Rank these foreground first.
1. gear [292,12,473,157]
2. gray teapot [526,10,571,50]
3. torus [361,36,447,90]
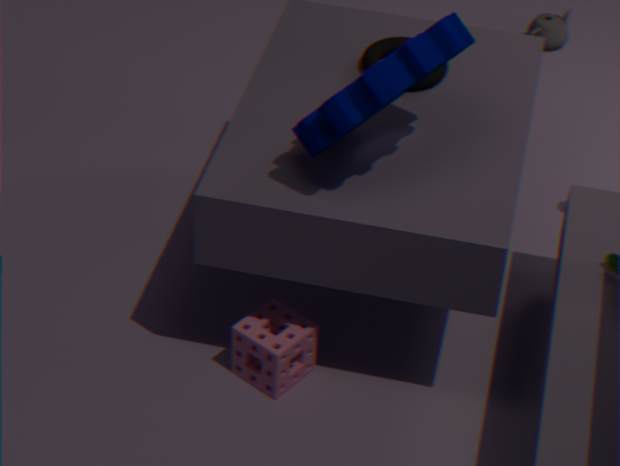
1. gear [292,12,473,157]
2. torus [361,36,447,90]
3. gray teapot [526,10,571,50]
